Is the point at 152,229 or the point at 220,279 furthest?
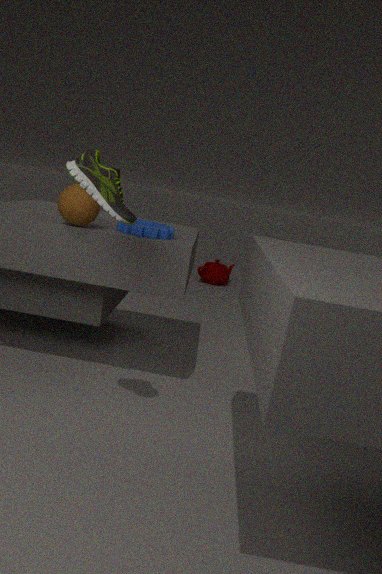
the point at 220,279
